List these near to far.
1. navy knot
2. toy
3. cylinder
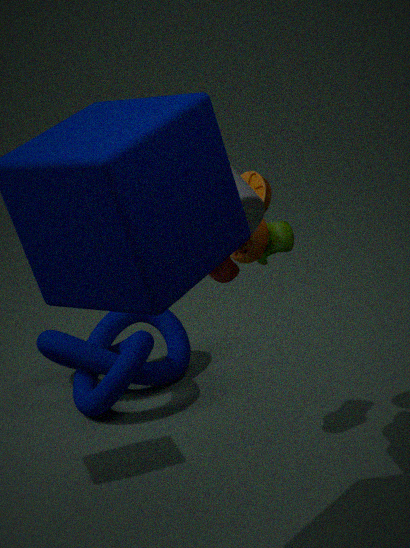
cylinder
toy
navy knot
